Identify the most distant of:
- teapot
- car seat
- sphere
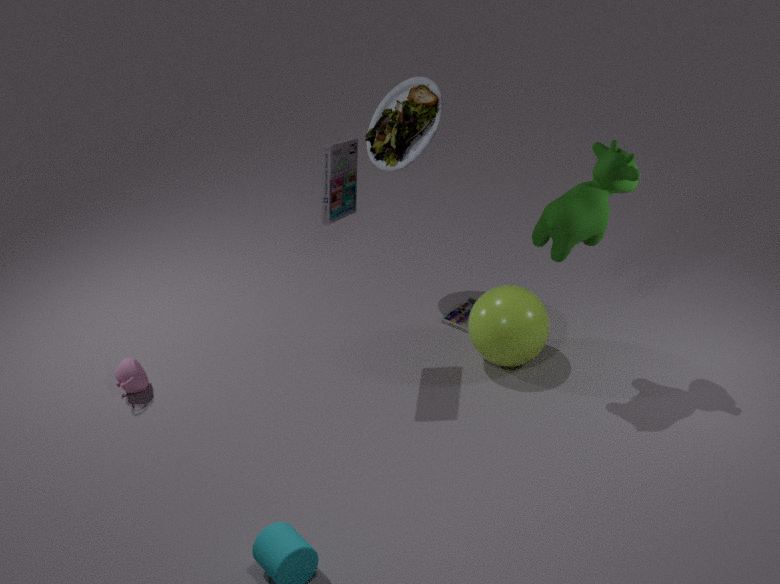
car seat
